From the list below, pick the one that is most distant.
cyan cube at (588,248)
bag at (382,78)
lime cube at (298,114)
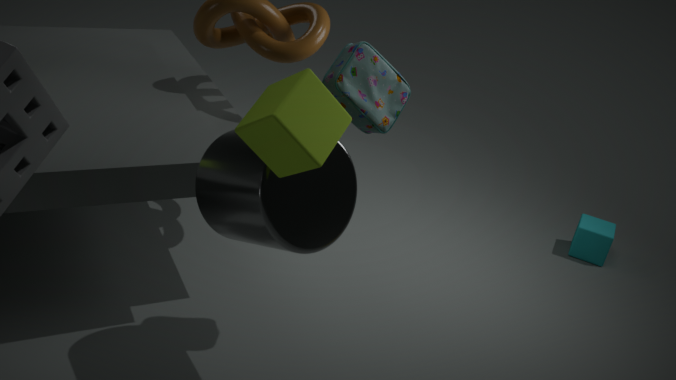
cyan cube at (588,248)
